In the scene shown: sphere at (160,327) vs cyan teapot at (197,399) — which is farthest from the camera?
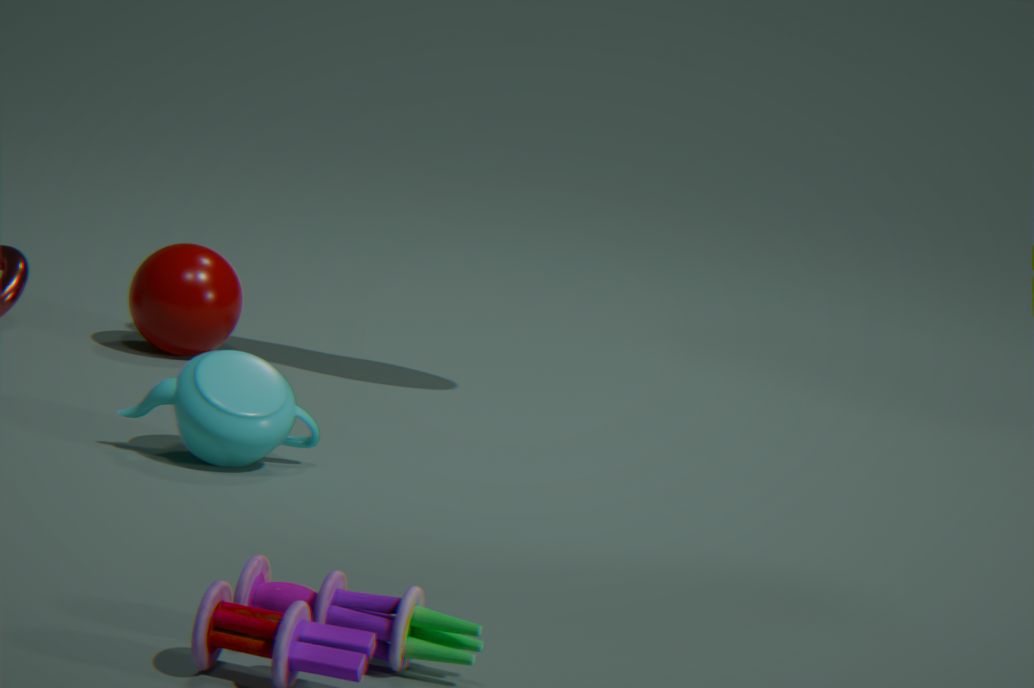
sphere at (160,327)
